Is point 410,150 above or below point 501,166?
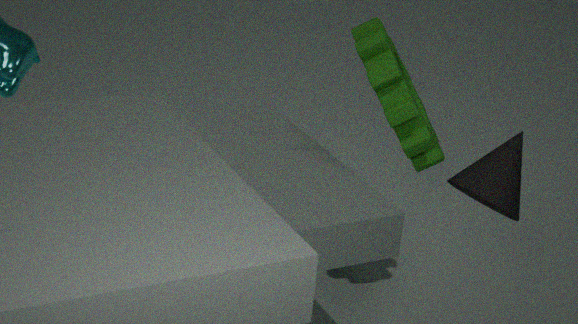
below
